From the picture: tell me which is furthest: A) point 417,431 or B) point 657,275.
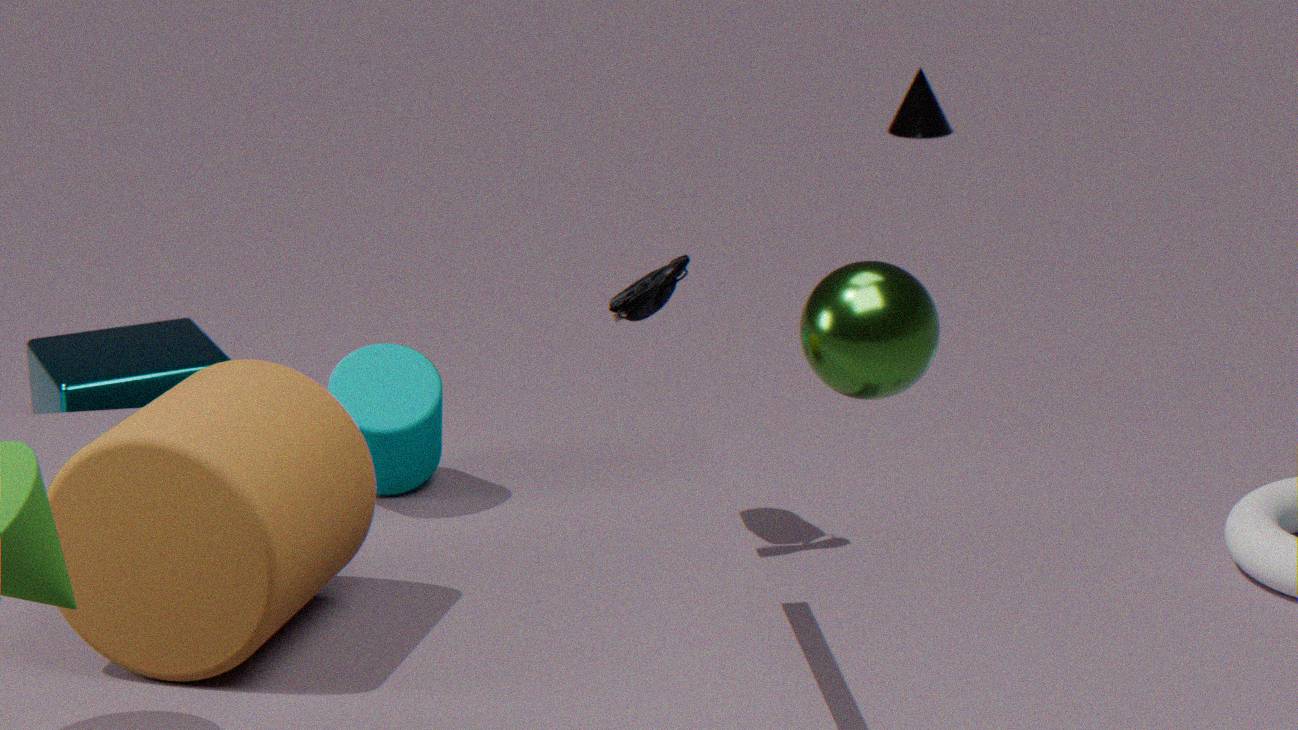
B. point 657,275
